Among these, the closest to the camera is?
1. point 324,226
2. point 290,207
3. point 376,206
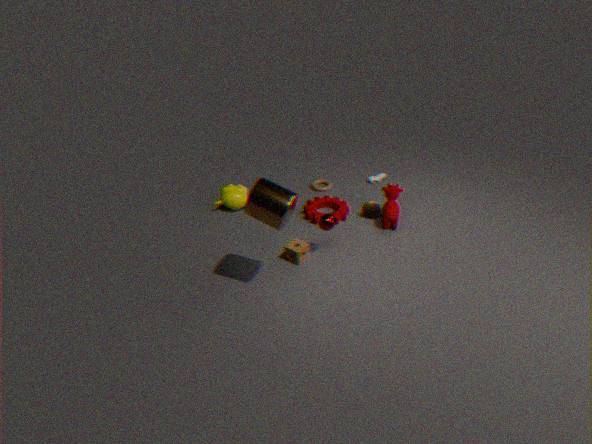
point 290,207
